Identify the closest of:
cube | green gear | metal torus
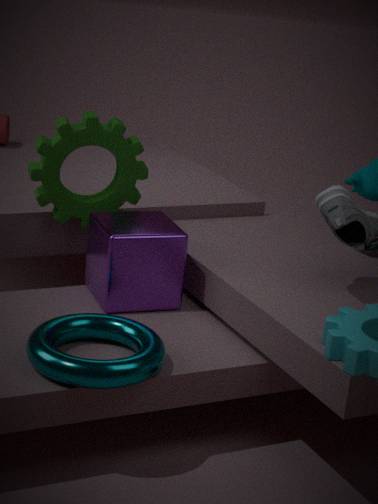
metal torus
